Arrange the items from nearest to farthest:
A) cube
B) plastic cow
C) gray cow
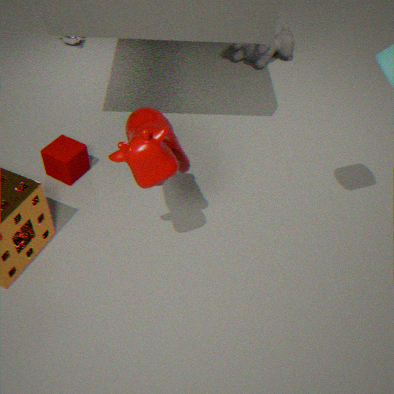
plastic cow, cube, gray cow
